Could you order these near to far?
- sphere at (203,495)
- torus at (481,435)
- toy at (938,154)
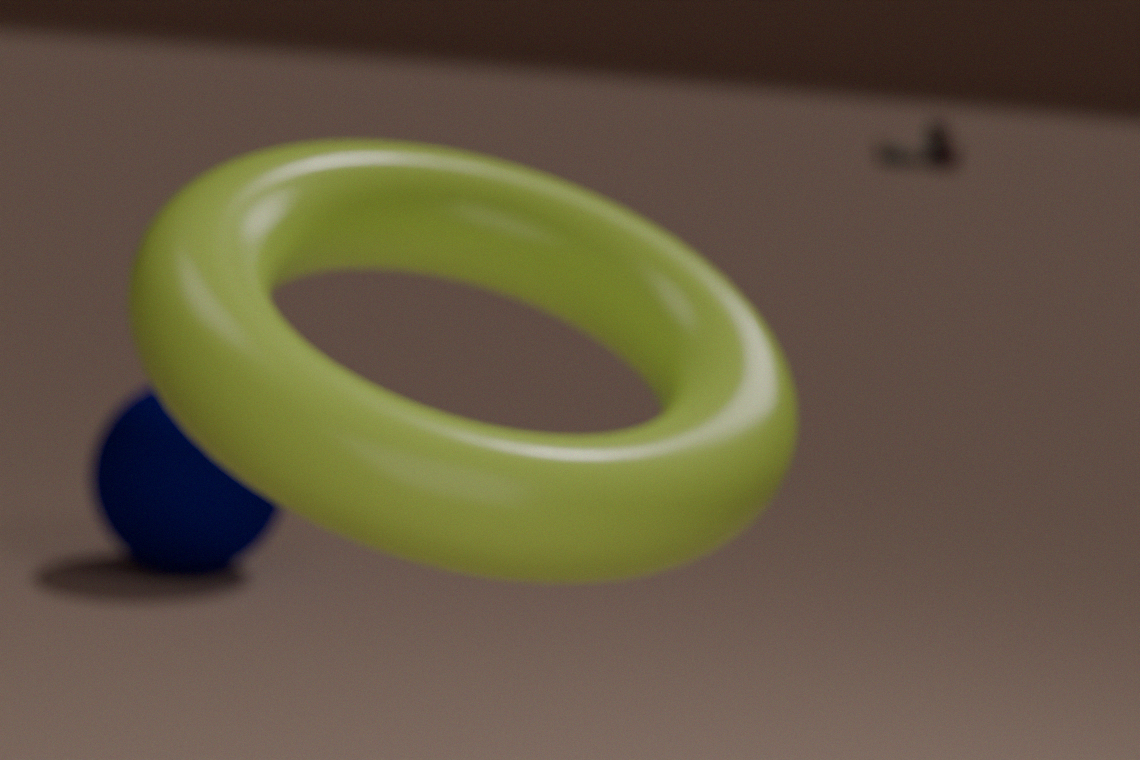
1. torus at (481,435)
2. sphere at (203,495)
3. toy at (938,154)
